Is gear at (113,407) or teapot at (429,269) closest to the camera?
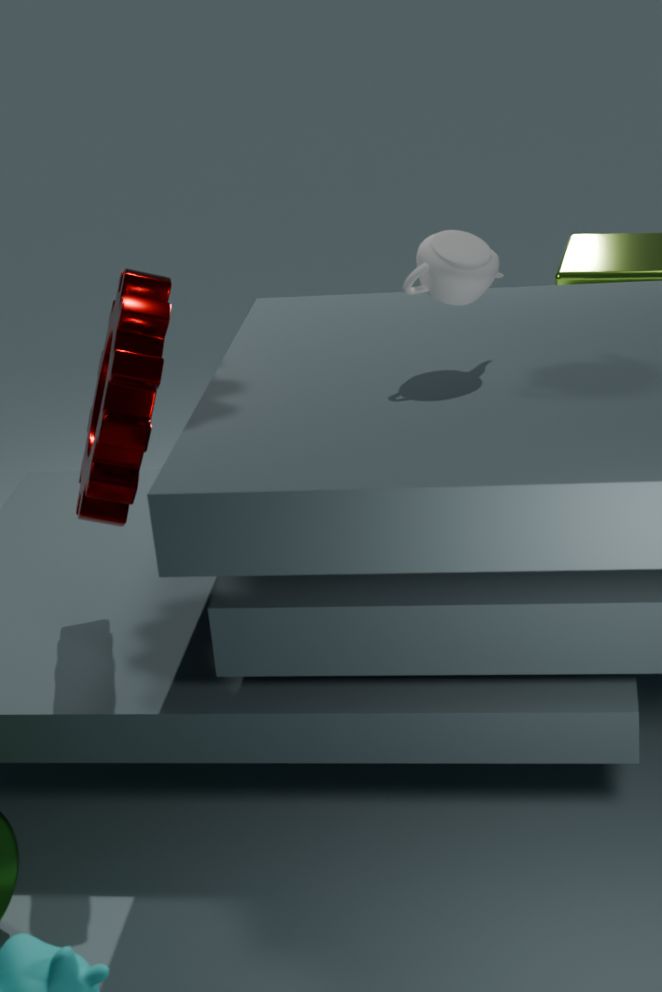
teapot at (429,269)
